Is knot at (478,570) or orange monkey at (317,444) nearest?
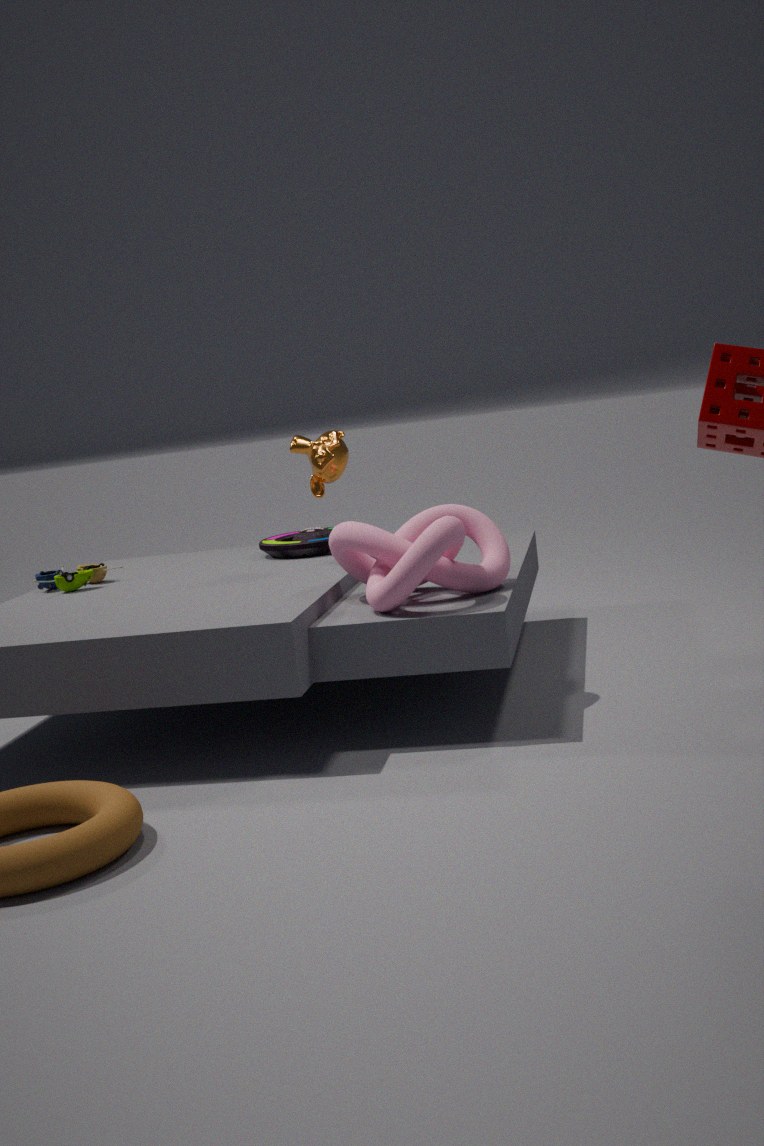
knot at (478,570)
